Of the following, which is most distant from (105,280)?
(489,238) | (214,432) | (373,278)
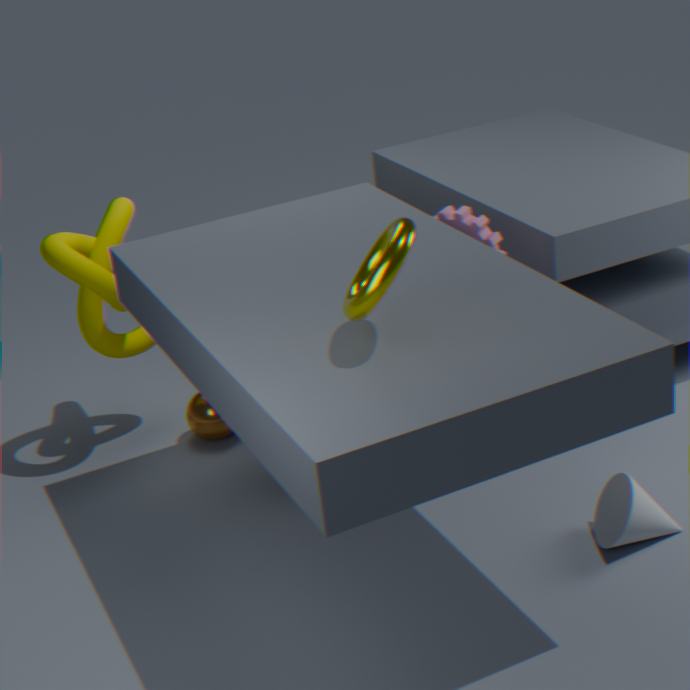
(373,278)
